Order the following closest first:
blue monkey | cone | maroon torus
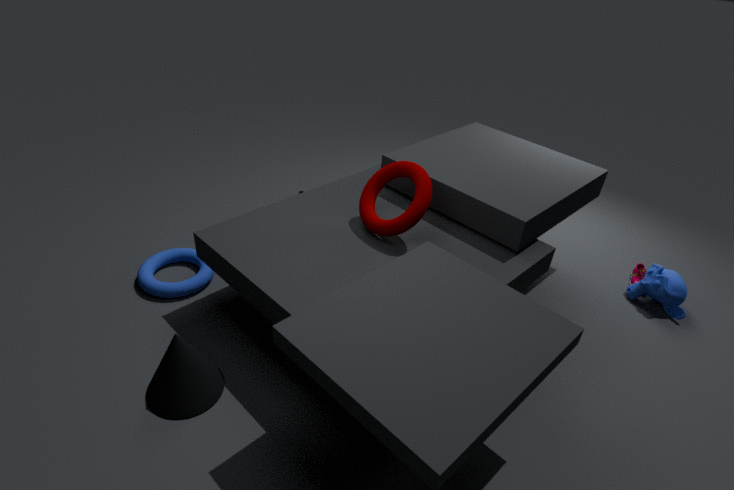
1. cone
2. maroon torus
3. blue monkey
